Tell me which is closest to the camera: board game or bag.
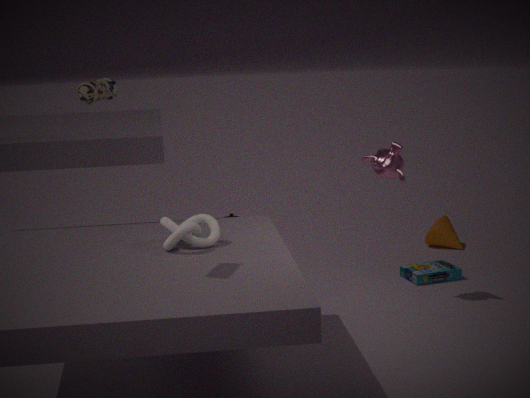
bag
